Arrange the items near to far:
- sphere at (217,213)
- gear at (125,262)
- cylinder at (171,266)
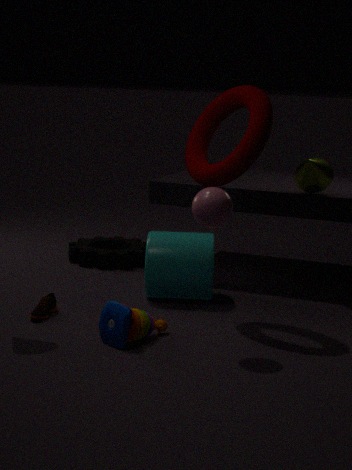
sphere at (217,213)
cylinder at (171,266)
gear at (125,262)
